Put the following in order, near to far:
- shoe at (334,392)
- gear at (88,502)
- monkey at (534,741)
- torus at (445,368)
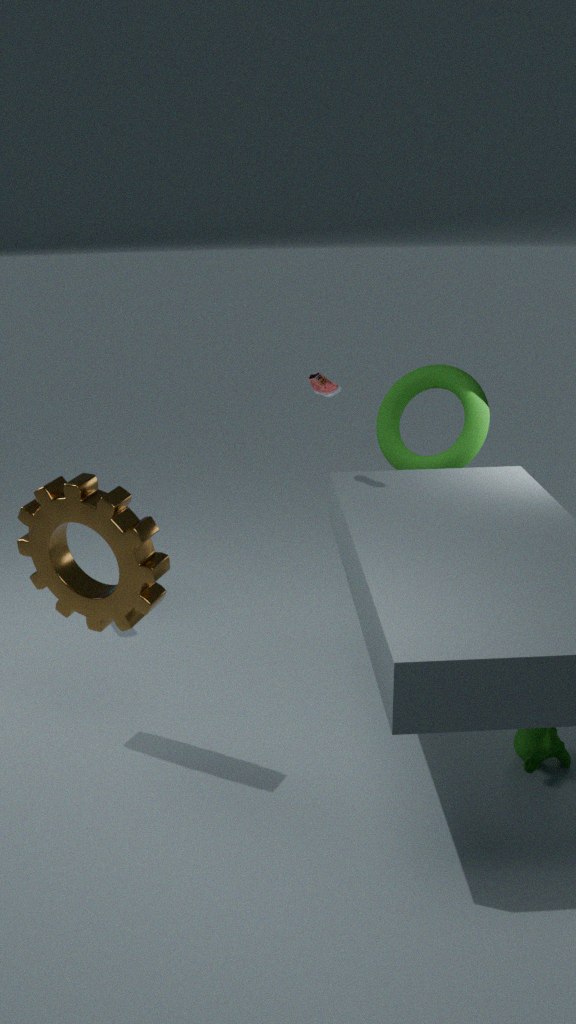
gear at (88,502)
monkey at (534,741)
shoe at (334,392)
torus at (445,368)
